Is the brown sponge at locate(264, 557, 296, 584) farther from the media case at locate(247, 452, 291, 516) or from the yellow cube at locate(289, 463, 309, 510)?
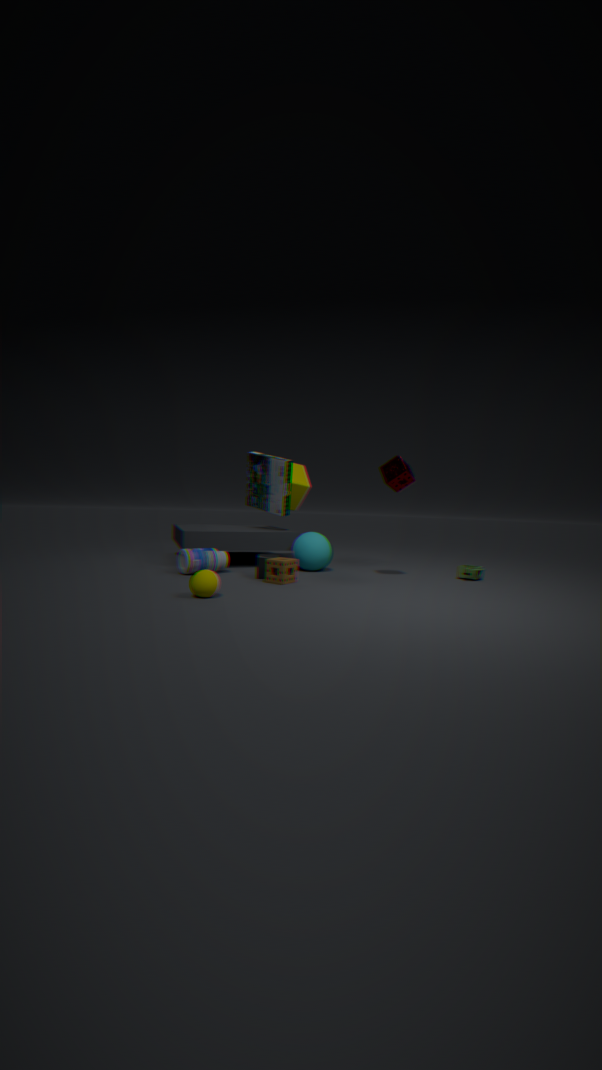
the yellow cube at locate(289, 463, 309, 510)
